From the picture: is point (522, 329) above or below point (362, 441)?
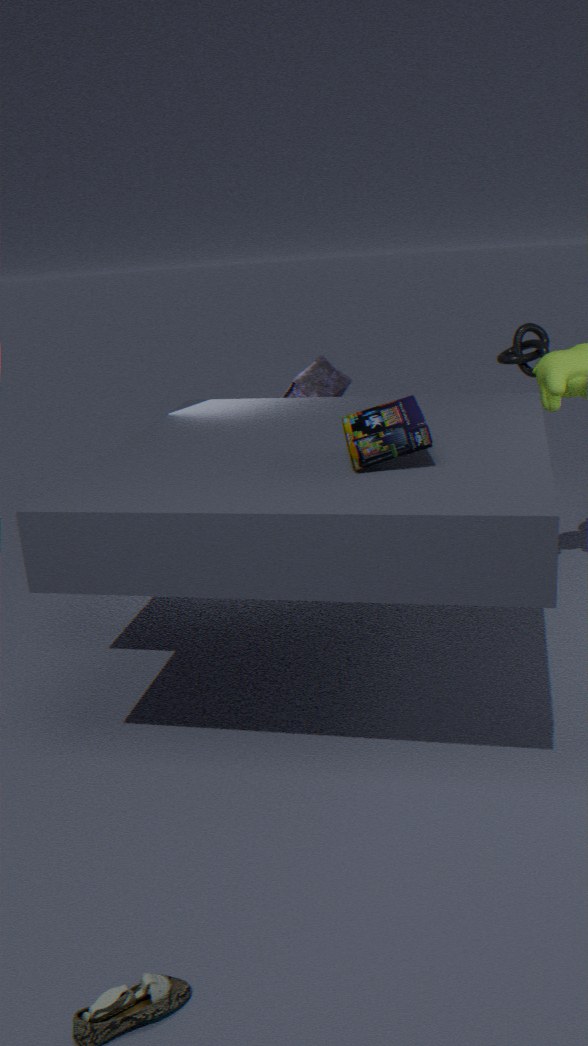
below
